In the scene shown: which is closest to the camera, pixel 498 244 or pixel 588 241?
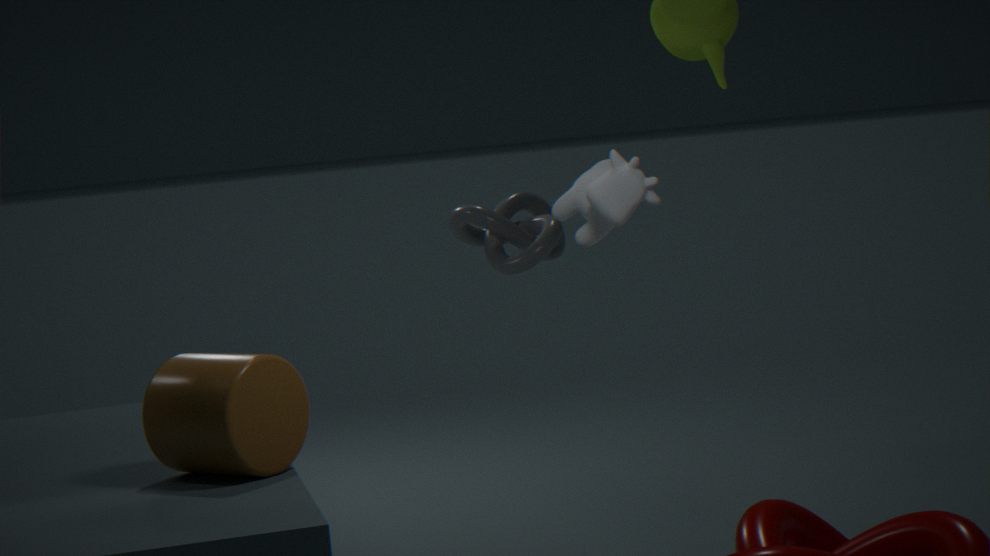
pixel 588 241
